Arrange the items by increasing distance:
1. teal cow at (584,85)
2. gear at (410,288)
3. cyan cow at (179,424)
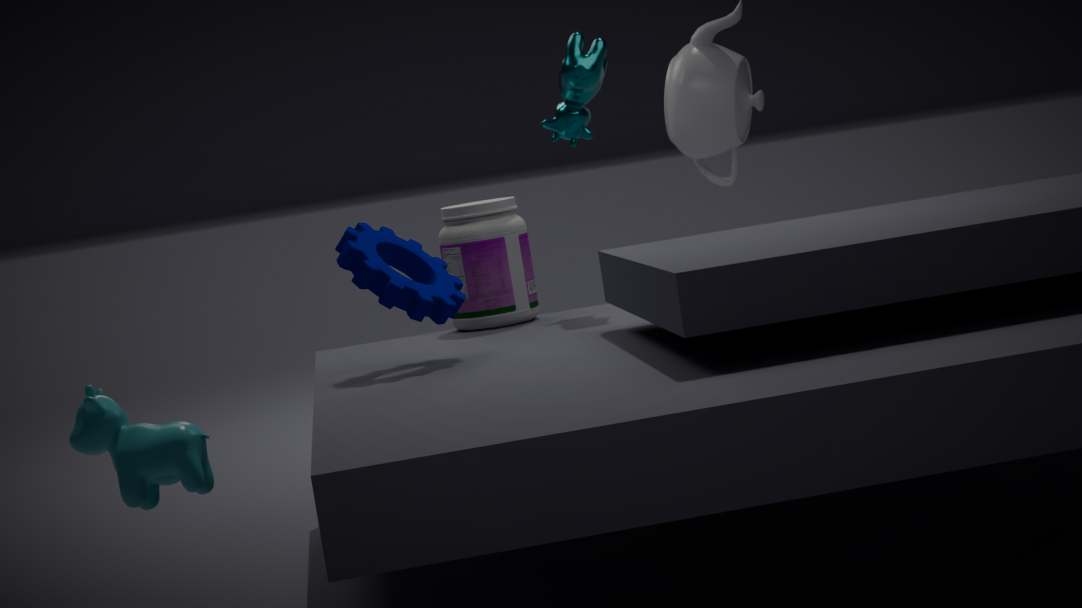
cyan cow at (179,424)
gear at (410,288)
teal cow at (584,85)
